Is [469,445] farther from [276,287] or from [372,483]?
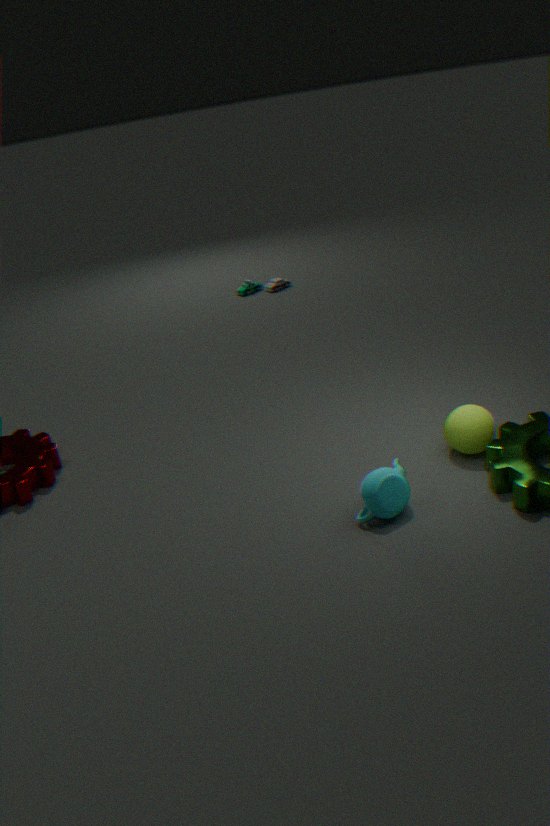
[276,287]
